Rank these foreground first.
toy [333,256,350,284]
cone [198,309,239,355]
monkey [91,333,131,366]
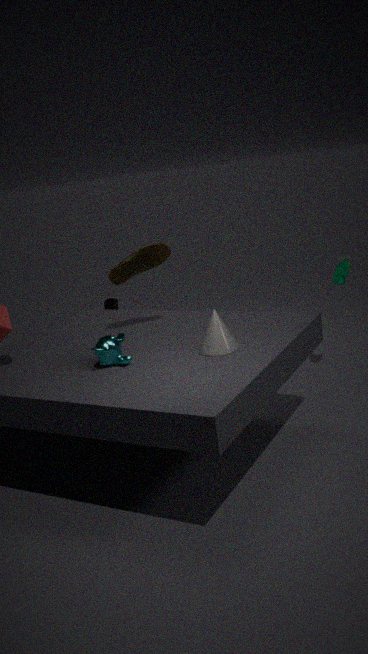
cone [198,309,239,355], monkey [91,333,131,366], toy [333,256,350,284]
